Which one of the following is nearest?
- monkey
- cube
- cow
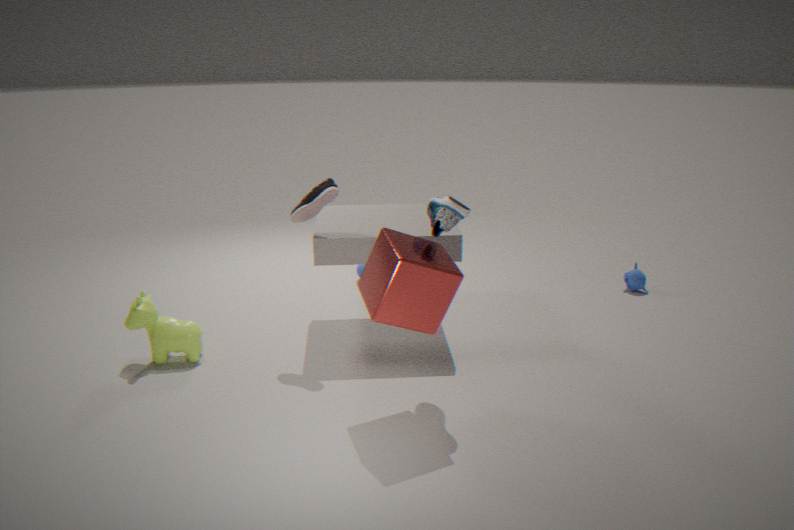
cube
